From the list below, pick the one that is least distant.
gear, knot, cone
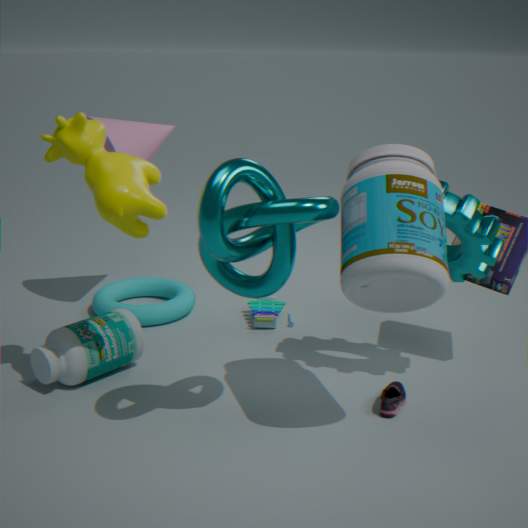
knot
